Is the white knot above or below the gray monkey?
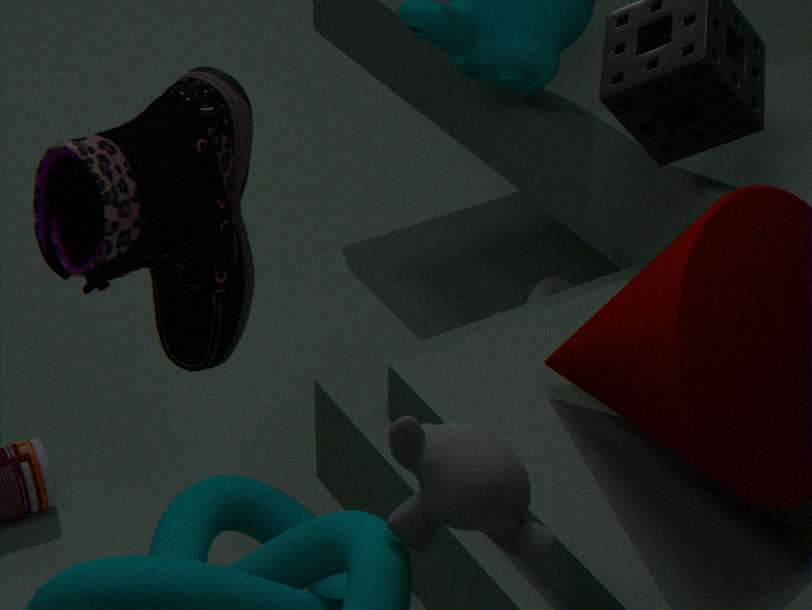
below
